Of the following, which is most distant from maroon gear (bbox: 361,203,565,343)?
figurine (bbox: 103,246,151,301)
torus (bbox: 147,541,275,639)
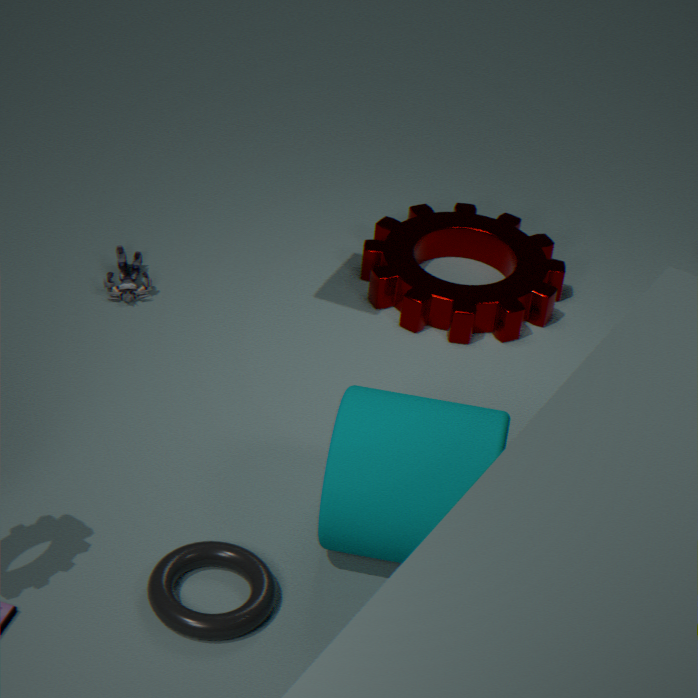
torus (bbox: 147,541,275,639)
